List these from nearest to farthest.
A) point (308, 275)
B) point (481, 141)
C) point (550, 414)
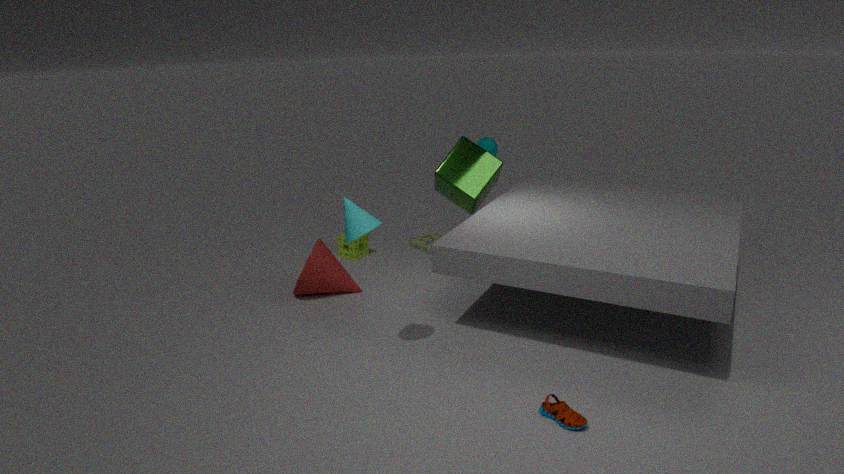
point (550, 414), point (308, 275), point (481, 141)
